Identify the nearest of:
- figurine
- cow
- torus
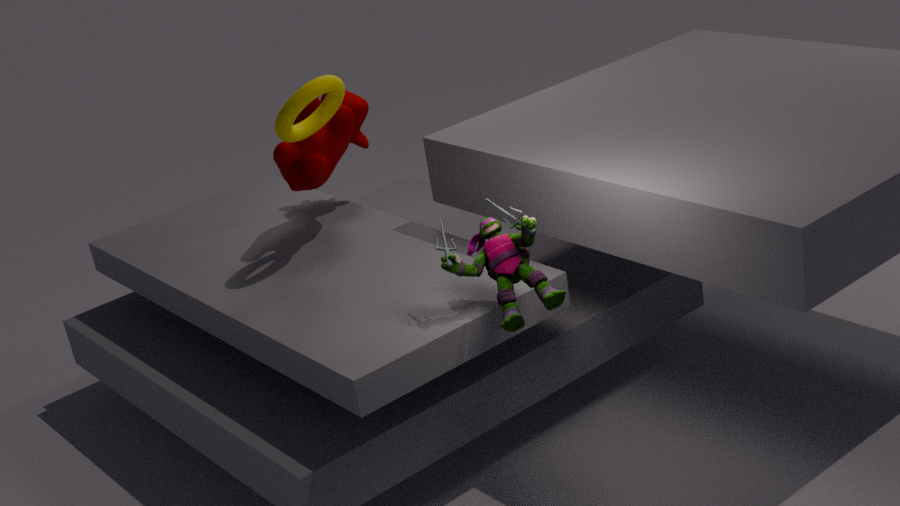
figurine
